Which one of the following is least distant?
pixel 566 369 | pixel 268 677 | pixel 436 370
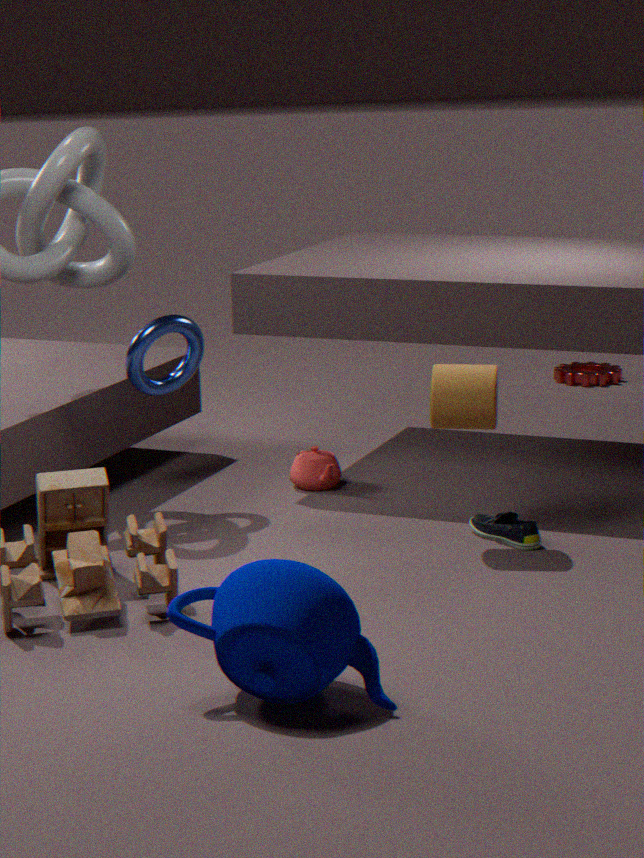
pixel 268 677
